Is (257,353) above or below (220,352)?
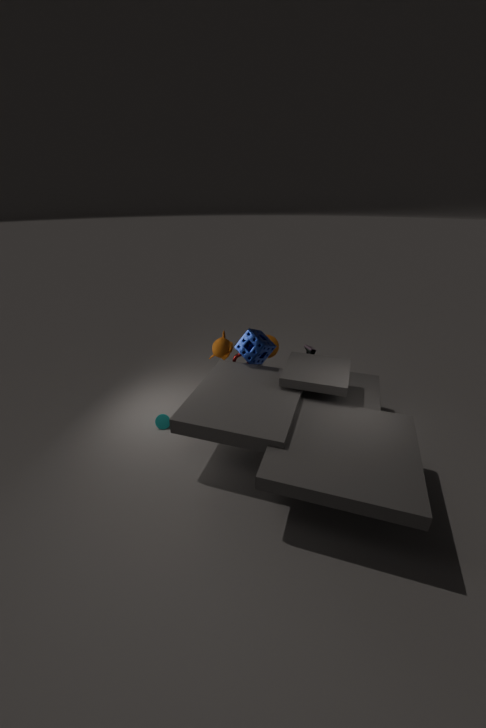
above
